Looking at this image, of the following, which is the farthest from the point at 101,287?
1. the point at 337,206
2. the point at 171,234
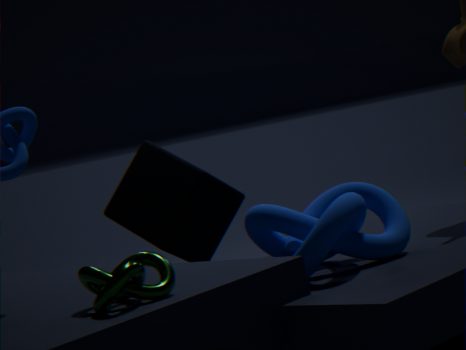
the point at 171,234
